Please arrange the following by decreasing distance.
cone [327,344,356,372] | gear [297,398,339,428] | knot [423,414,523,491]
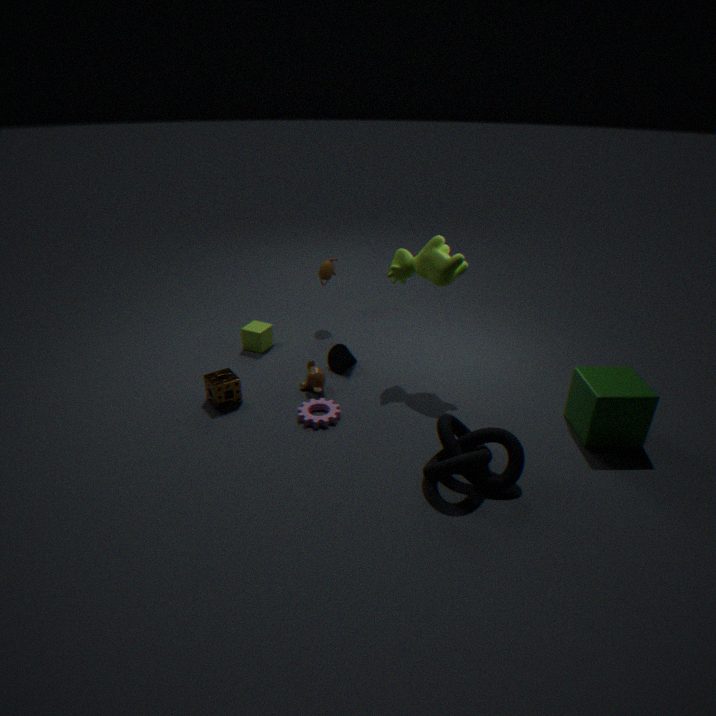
cone [327,344,356,372] < gear [297,398,339,428] < knot [423,414,523,491]
